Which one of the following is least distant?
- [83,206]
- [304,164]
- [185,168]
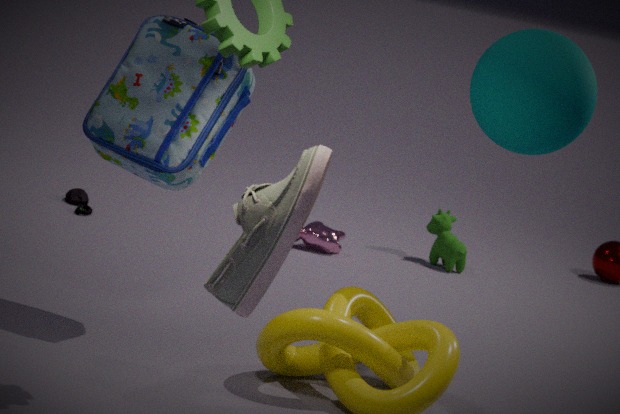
[304,164]
